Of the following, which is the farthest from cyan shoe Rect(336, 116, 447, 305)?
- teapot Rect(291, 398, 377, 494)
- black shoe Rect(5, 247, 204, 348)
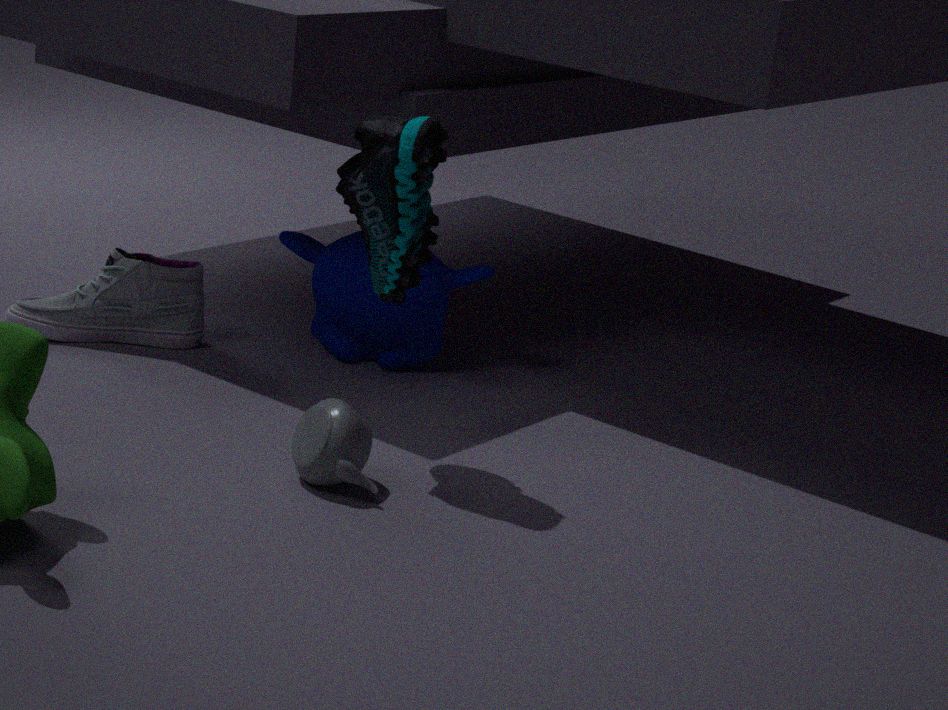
black shoe Rect(5, 247, 204, 348)
